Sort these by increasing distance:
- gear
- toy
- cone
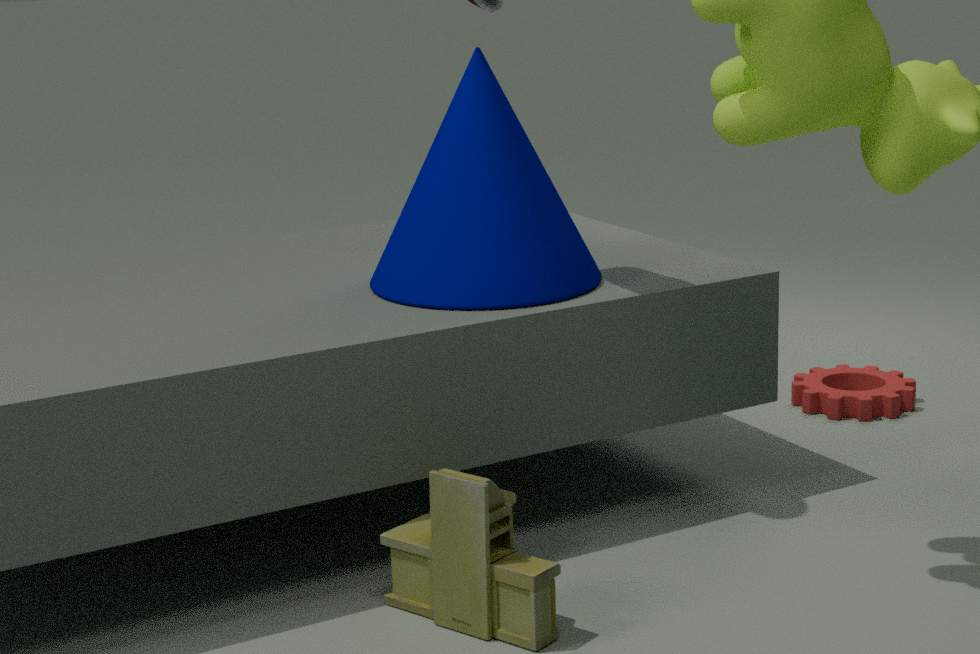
toy, cone, gear
